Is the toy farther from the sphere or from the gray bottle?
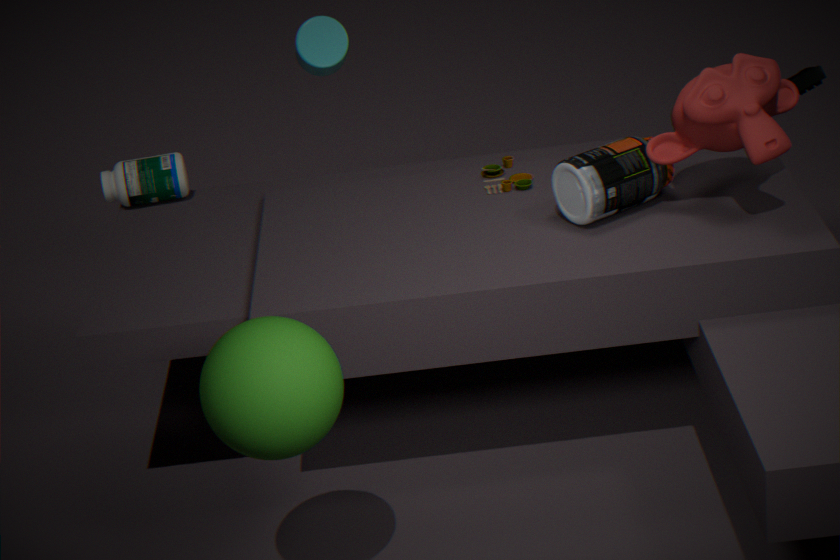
the sphere
